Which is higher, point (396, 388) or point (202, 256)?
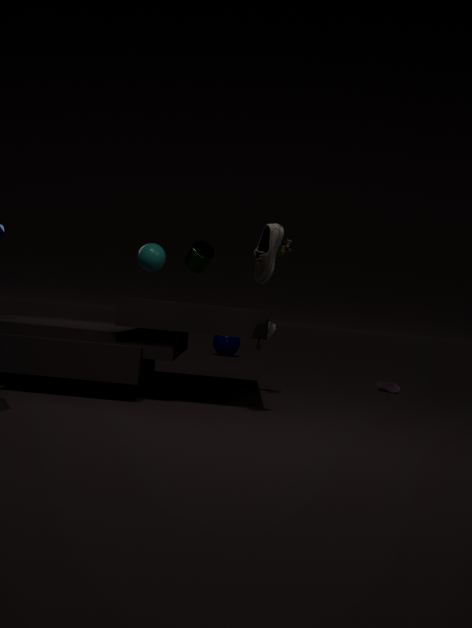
point (202, 256)
